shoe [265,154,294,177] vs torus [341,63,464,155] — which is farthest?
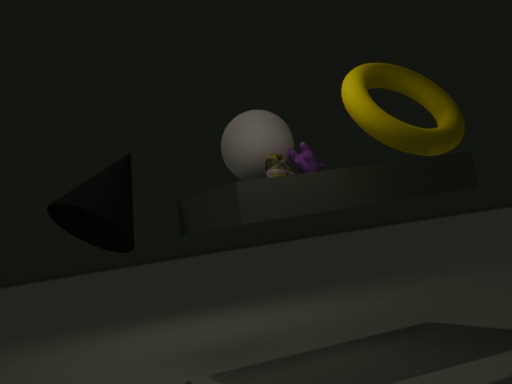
shoe [265,154,294,177]
